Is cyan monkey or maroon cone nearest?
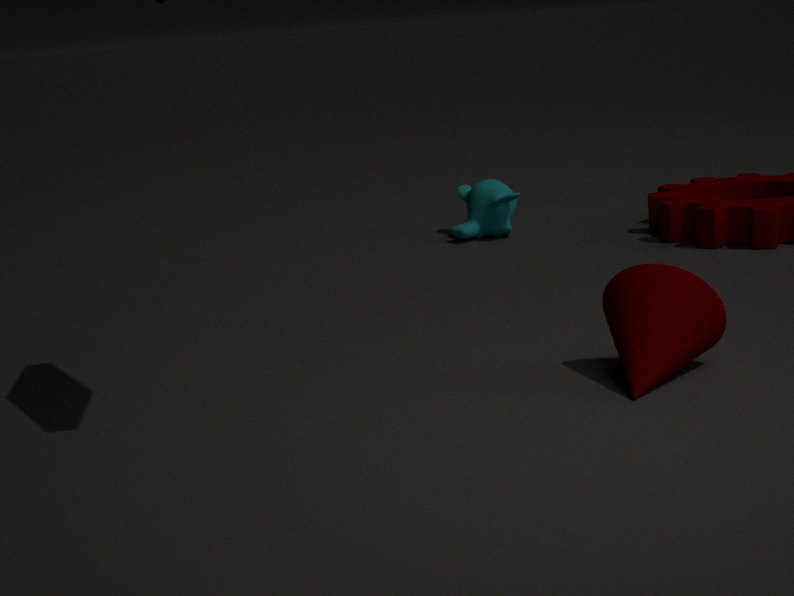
maroon cone
